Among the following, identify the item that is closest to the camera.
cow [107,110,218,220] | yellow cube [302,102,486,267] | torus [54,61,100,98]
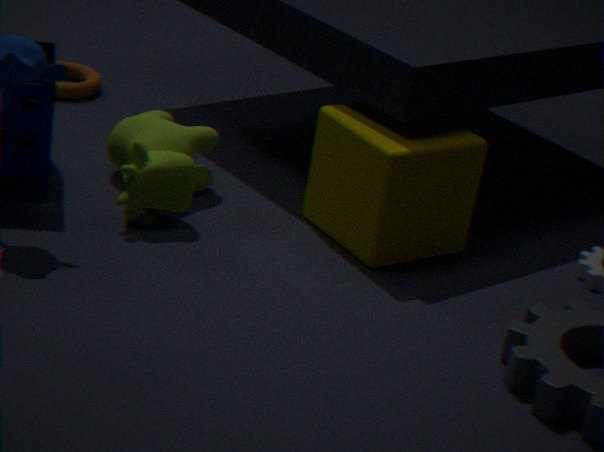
yellow cube [302,102,486,267]
